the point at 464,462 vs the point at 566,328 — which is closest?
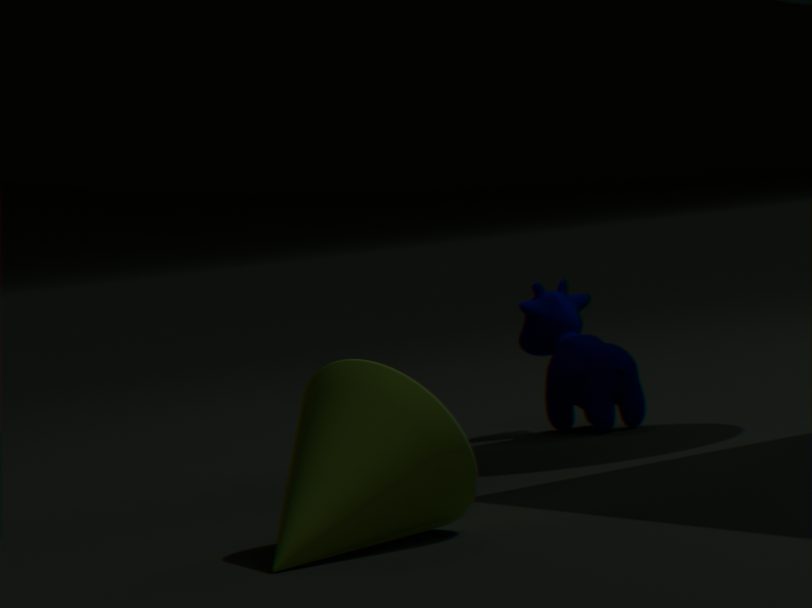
the point at 464,462
